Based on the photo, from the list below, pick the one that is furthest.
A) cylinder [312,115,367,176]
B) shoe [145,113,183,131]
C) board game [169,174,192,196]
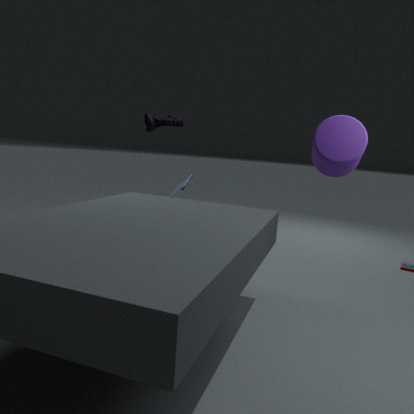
board game [169,174,192,196]
